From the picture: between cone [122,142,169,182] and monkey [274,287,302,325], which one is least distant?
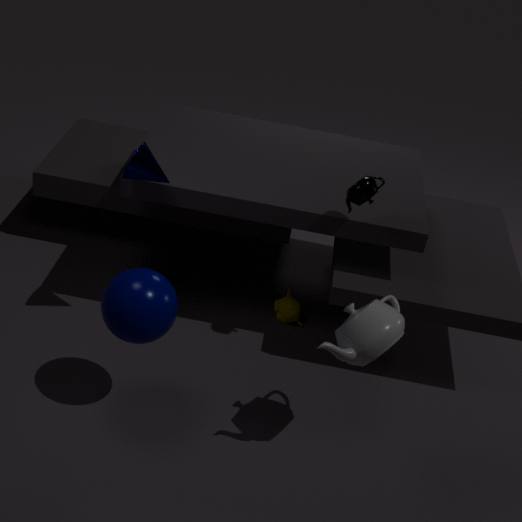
cone [122,142,169,182]
